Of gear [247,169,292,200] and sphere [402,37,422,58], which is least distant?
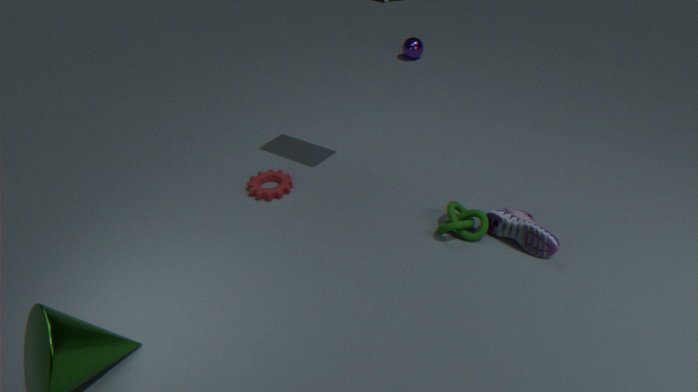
gear [247,169,292,200]
